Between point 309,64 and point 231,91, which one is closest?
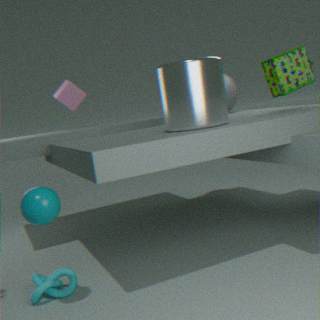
point 309,64
